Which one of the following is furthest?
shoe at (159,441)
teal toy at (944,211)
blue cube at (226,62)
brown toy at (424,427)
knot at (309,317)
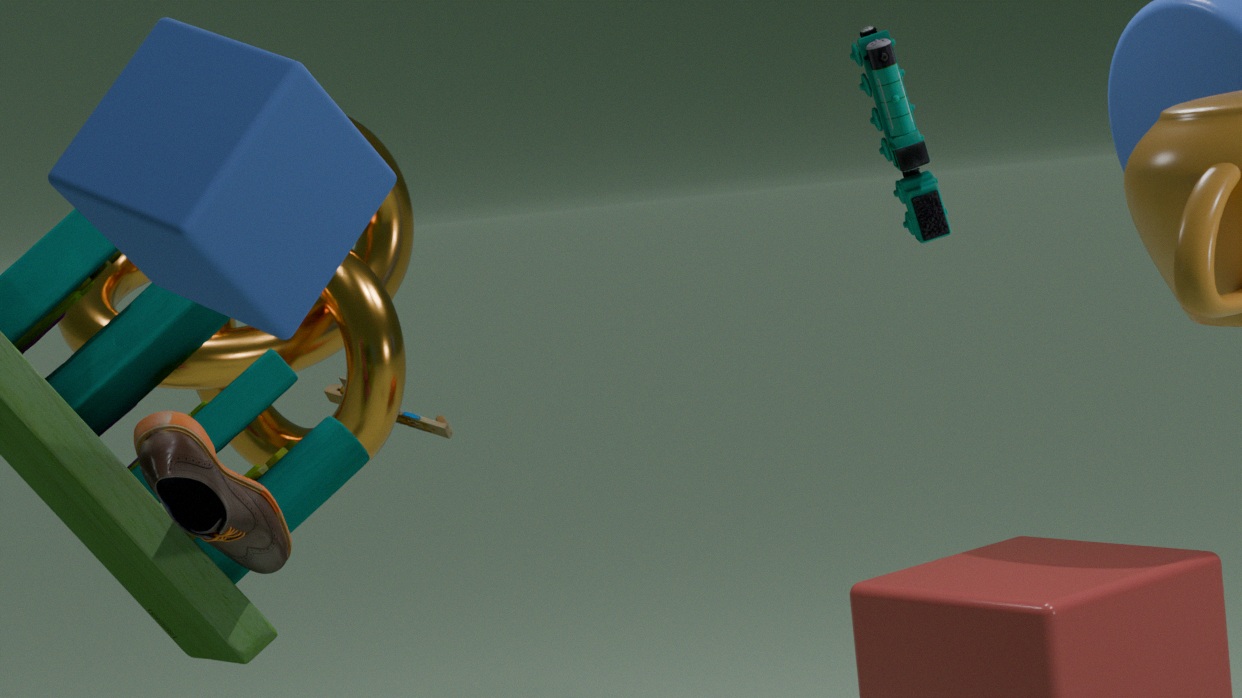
brown toy at (424,427)
